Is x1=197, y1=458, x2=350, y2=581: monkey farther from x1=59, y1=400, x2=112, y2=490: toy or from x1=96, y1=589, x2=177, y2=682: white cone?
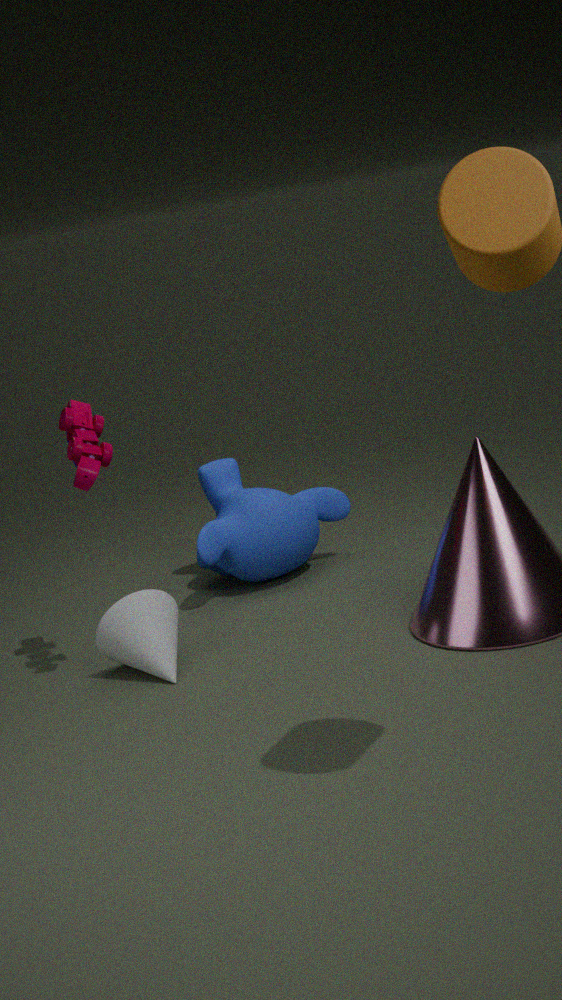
x1=59, y1=400, x2=112, y2=490: toy
